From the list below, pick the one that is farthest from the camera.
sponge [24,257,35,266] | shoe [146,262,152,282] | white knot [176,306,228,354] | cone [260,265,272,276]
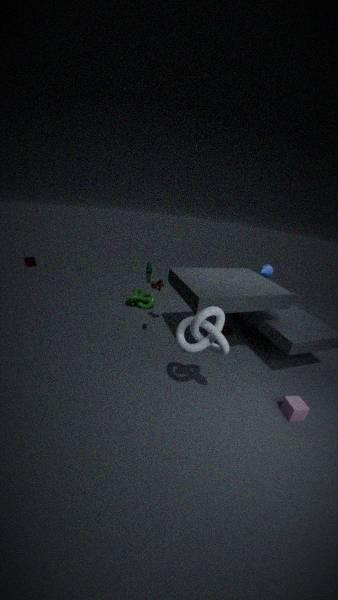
sponge [24,257,35,266]
